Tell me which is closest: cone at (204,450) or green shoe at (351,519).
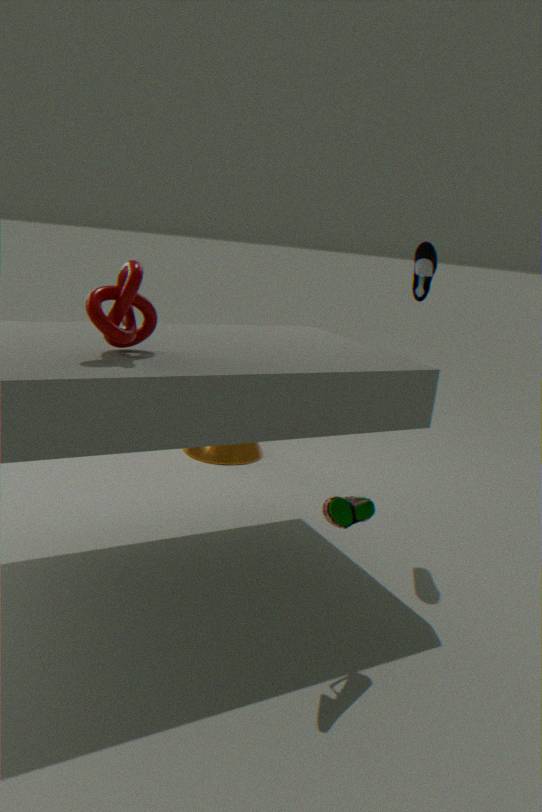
green shoe at (351,519)
